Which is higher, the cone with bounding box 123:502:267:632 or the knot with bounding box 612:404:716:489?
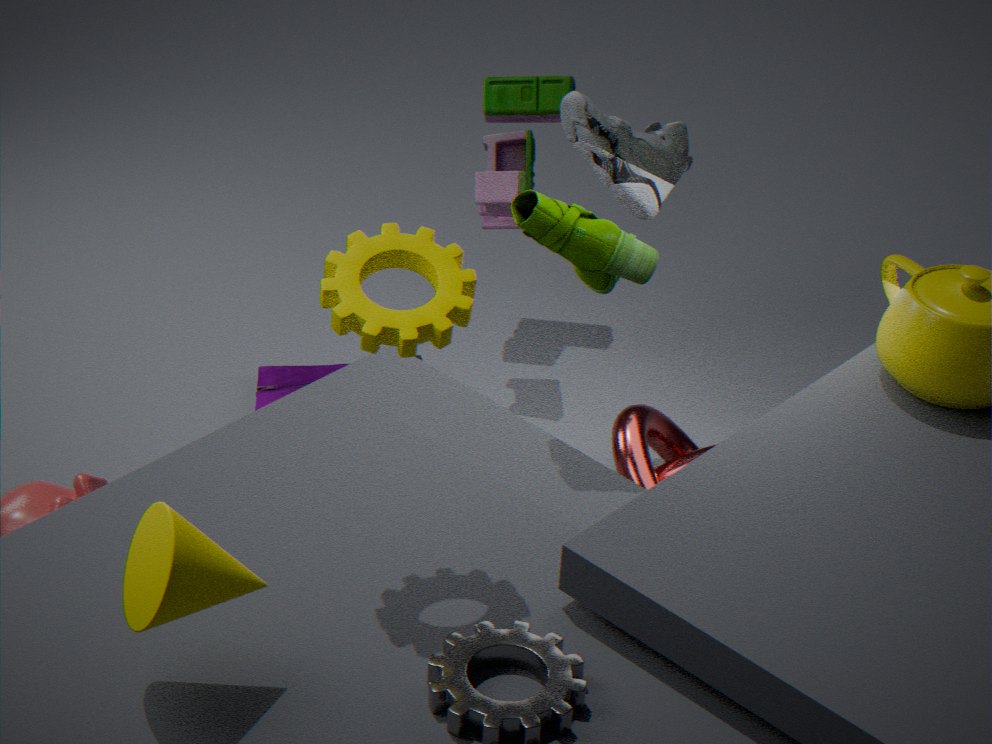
the cone with bounding box 123:502:267:632
